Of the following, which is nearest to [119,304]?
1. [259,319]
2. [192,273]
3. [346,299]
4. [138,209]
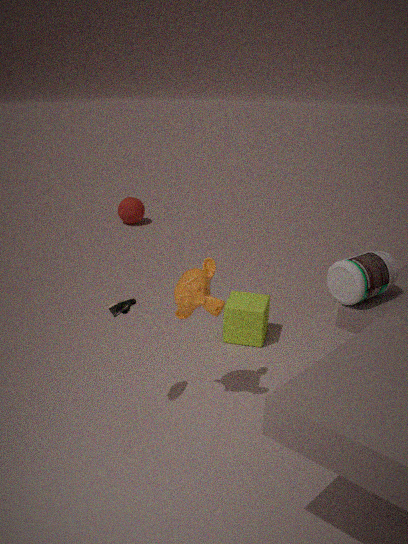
[192,273]
